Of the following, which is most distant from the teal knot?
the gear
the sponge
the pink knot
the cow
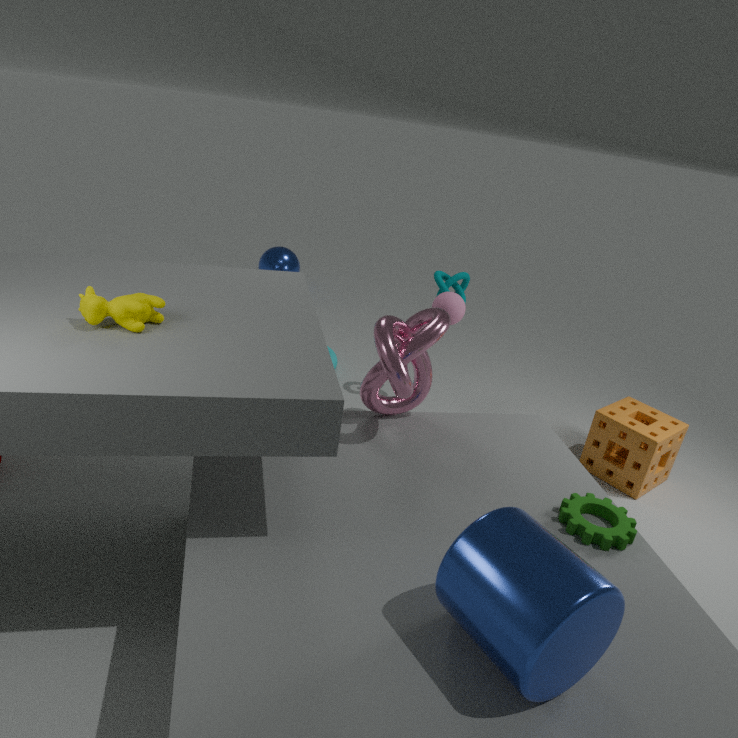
the cow
